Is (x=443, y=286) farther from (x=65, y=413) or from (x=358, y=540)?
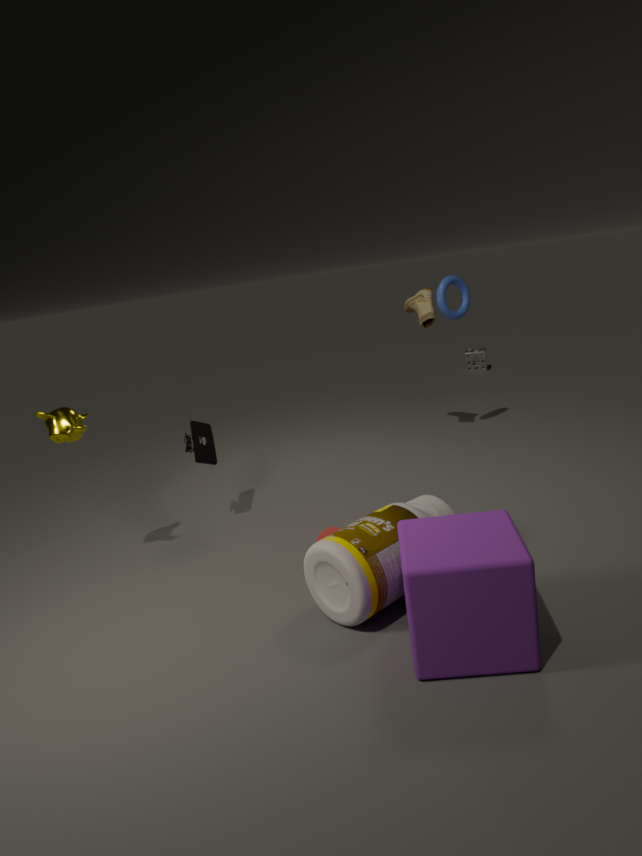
(x=65, y=413)
